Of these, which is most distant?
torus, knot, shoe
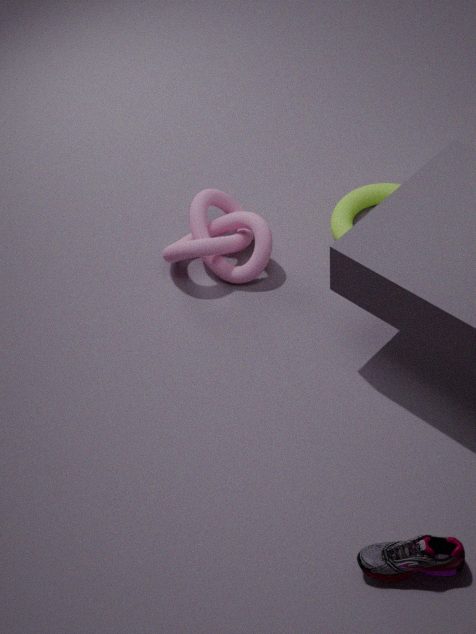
torus
